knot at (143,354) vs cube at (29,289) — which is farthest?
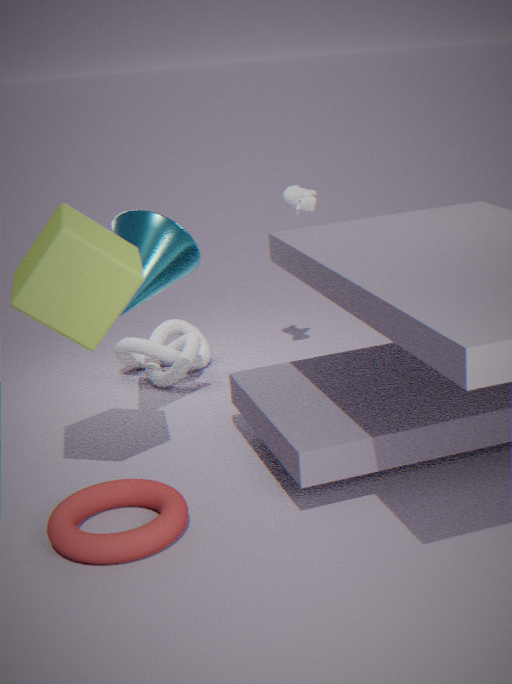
knot at (143,354)
